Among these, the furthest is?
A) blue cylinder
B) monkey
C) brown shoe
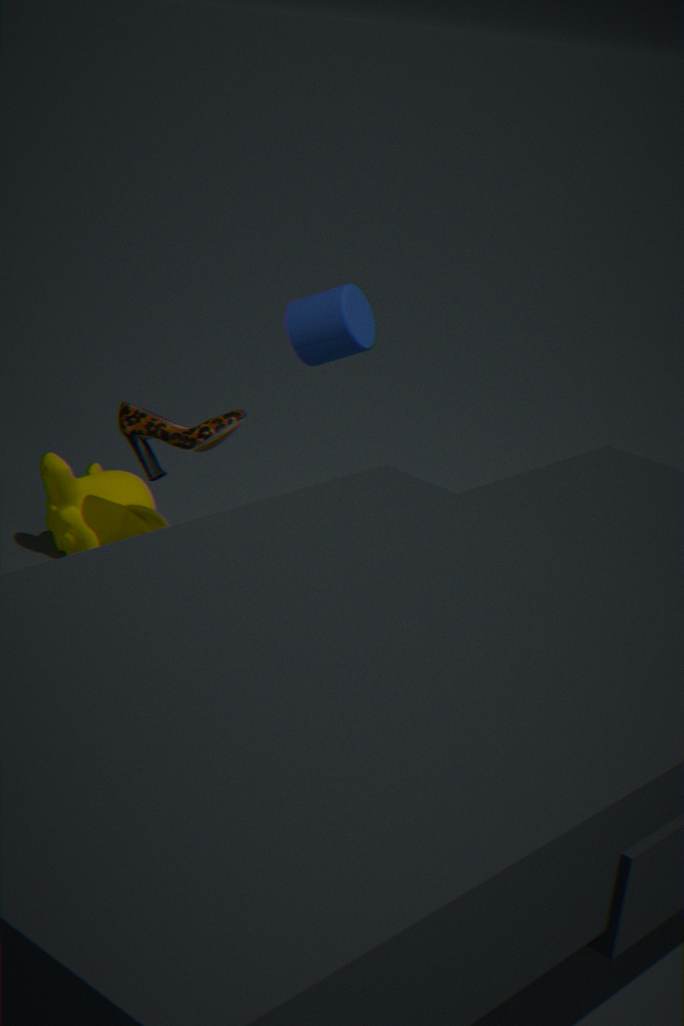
monkey
